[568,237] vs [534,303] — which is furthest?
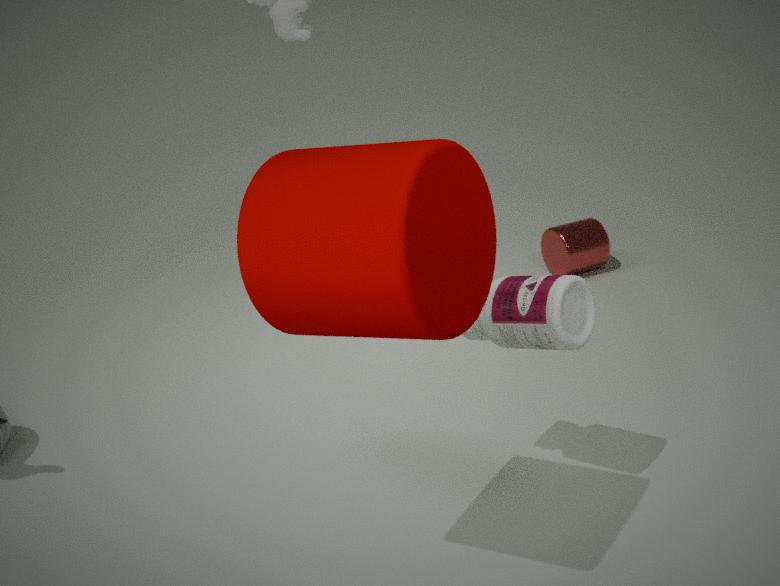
[568,237]
